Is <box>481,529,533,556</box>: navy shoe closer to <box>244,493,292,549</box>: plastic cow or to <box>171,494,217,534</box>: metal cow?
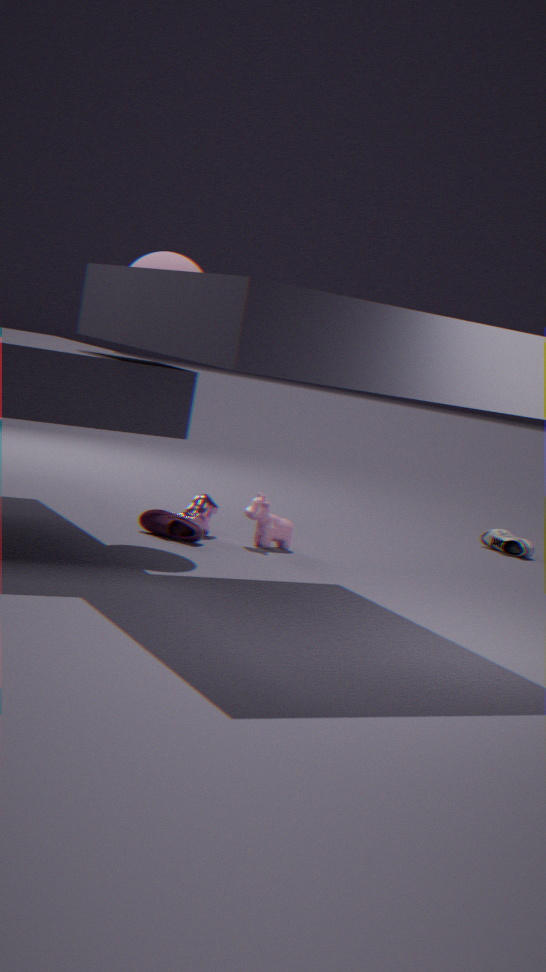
<box>244,493,292,549</box>: plastic cow
